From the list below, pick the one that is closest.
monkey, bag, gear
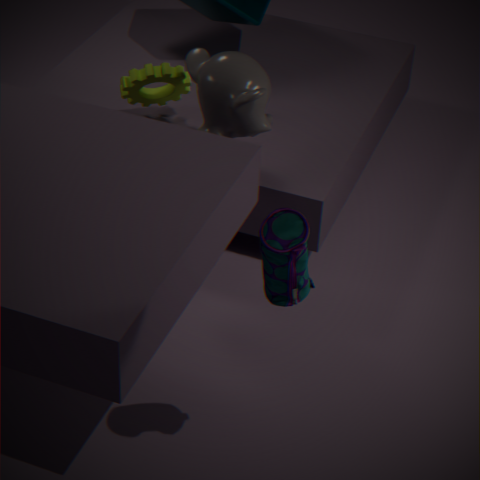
bag
